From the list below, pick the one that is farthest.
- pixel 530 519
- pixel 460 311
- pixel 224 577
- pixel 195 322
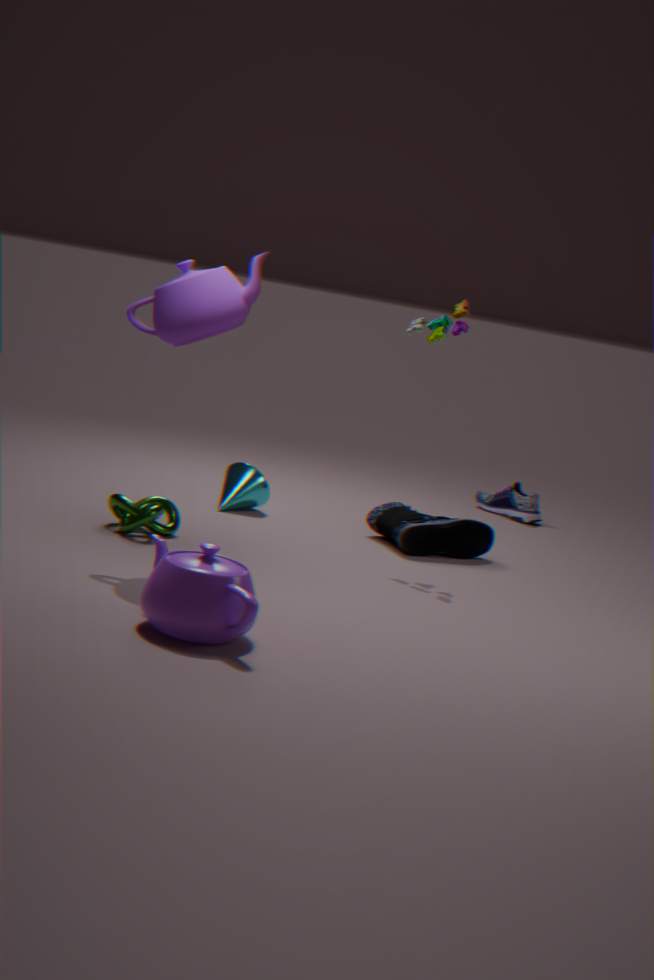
pixel 530 519
